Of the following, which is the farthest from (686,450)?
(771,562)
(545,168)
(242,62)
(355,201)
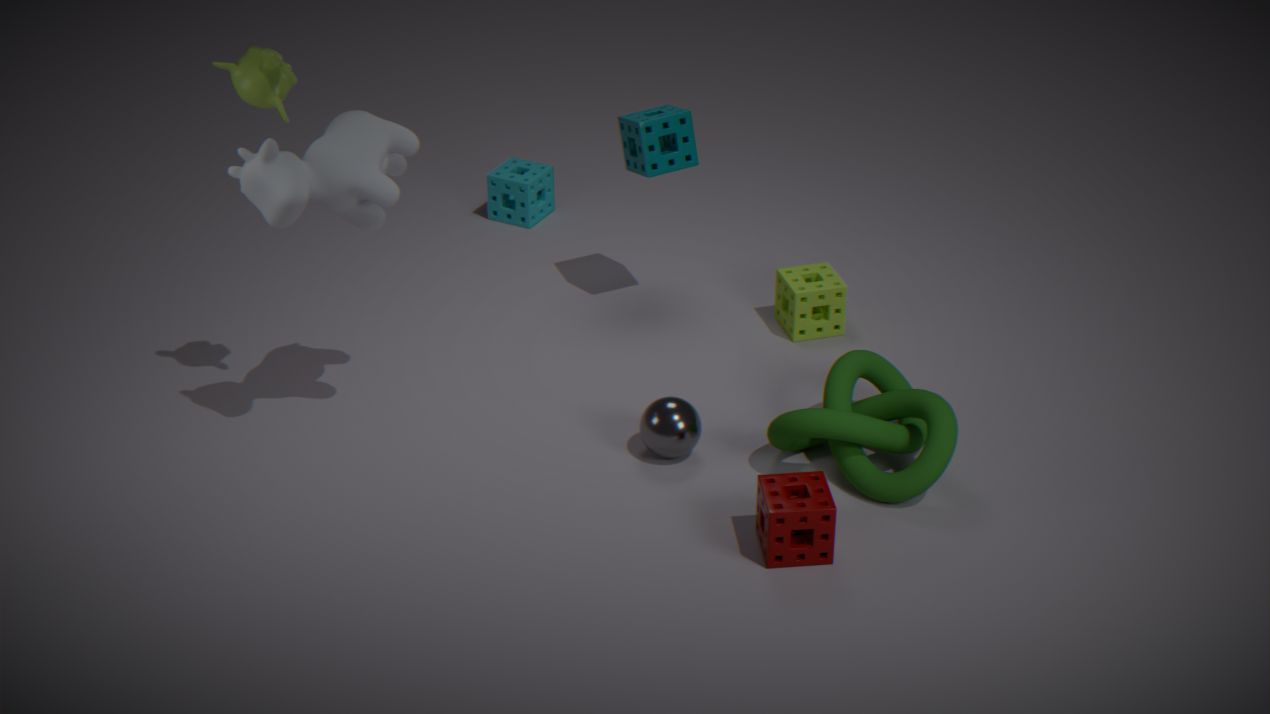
(545,168)
